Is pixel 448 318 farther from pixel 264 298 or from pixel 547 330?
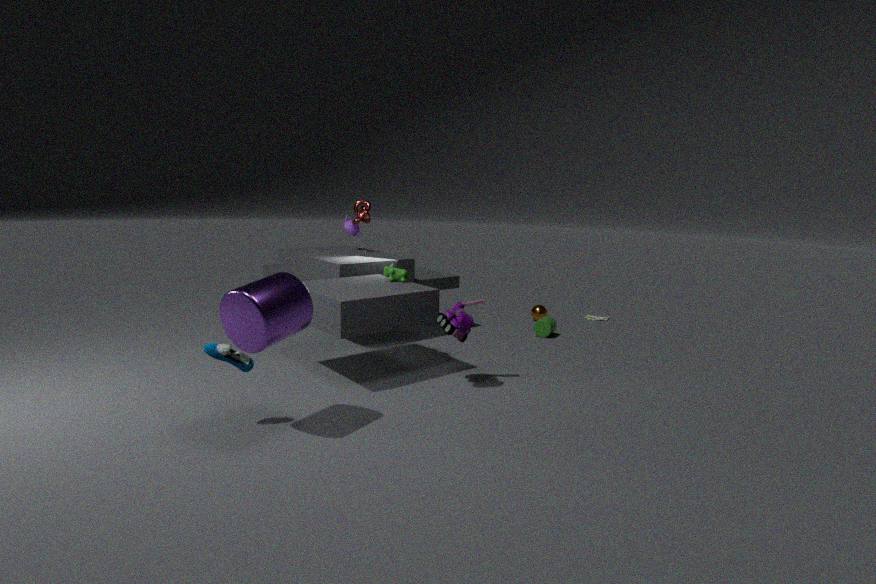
pixel 547 330
